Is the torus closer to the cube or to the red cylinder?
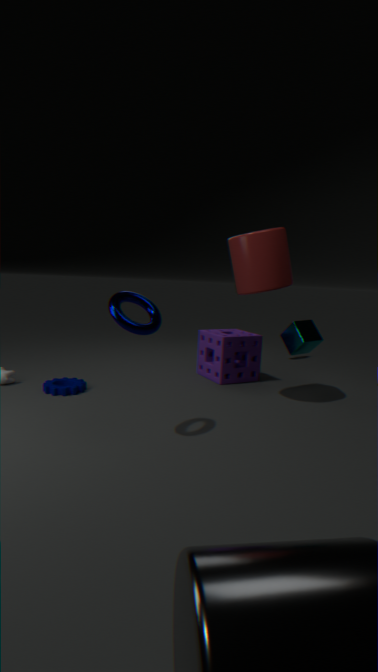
the red cylinder
